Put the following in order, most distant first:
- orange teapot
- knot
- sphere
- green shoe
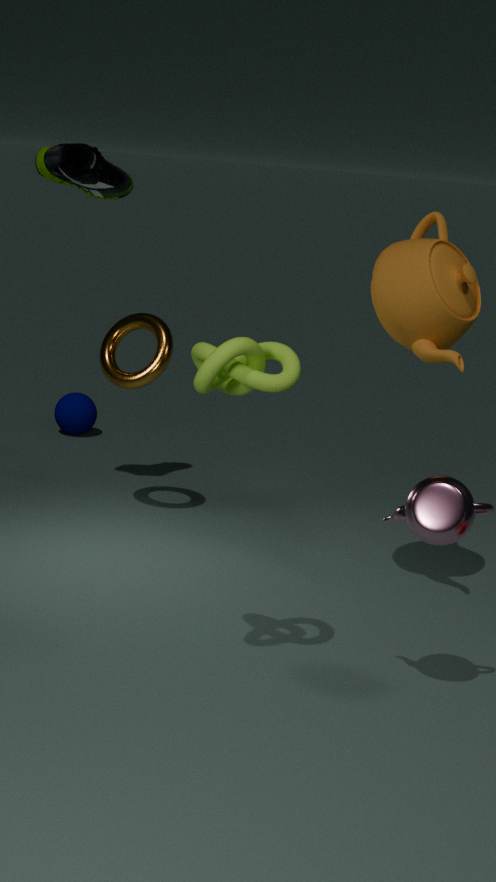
1. sphere
2. green shoe
3. orange teapot
4. knot
